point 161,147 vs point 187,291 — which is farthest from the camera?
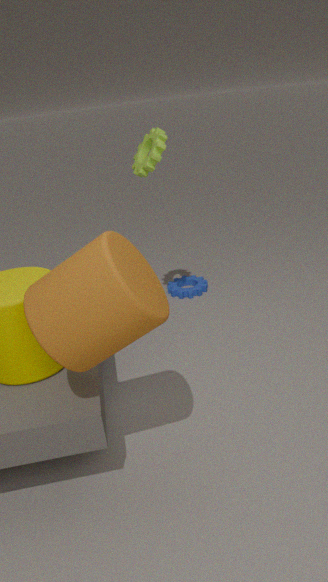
point 187,291
